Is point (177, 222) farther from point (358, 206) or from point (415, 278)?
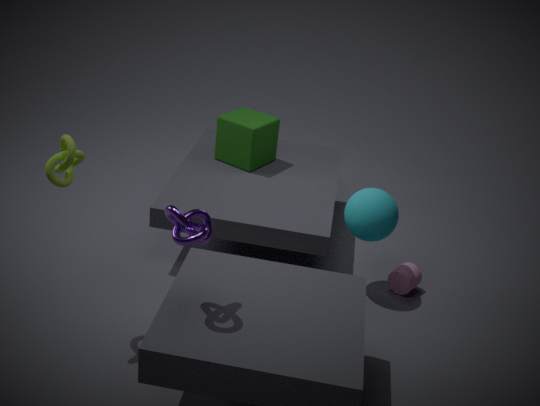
point (415, 278)
